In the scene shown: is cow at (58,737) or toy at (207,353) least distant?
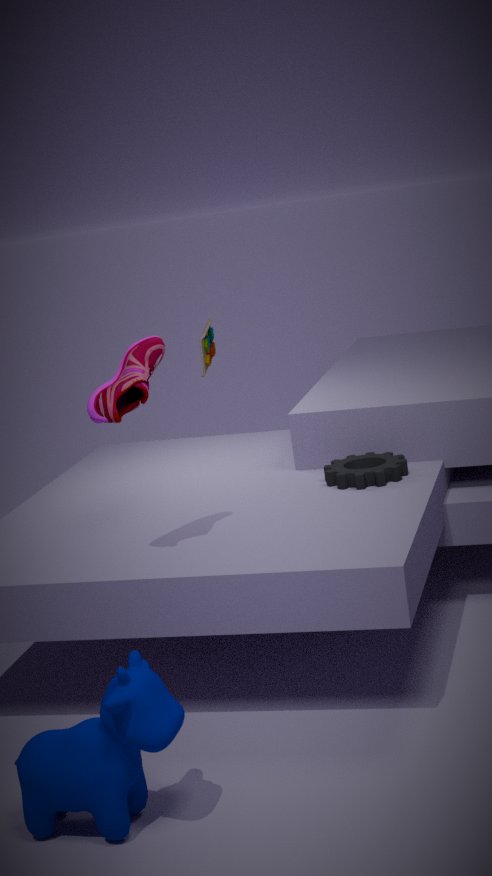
cow at (58,737)
